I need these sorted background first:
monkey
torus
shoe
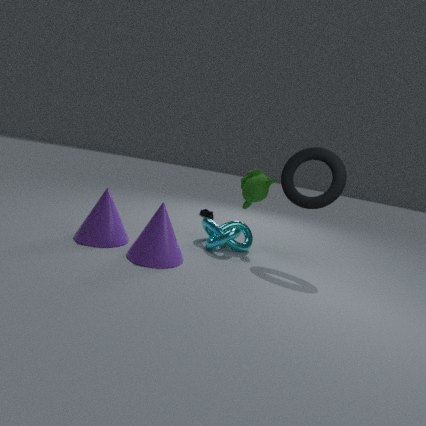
shoe < monkey < torus
